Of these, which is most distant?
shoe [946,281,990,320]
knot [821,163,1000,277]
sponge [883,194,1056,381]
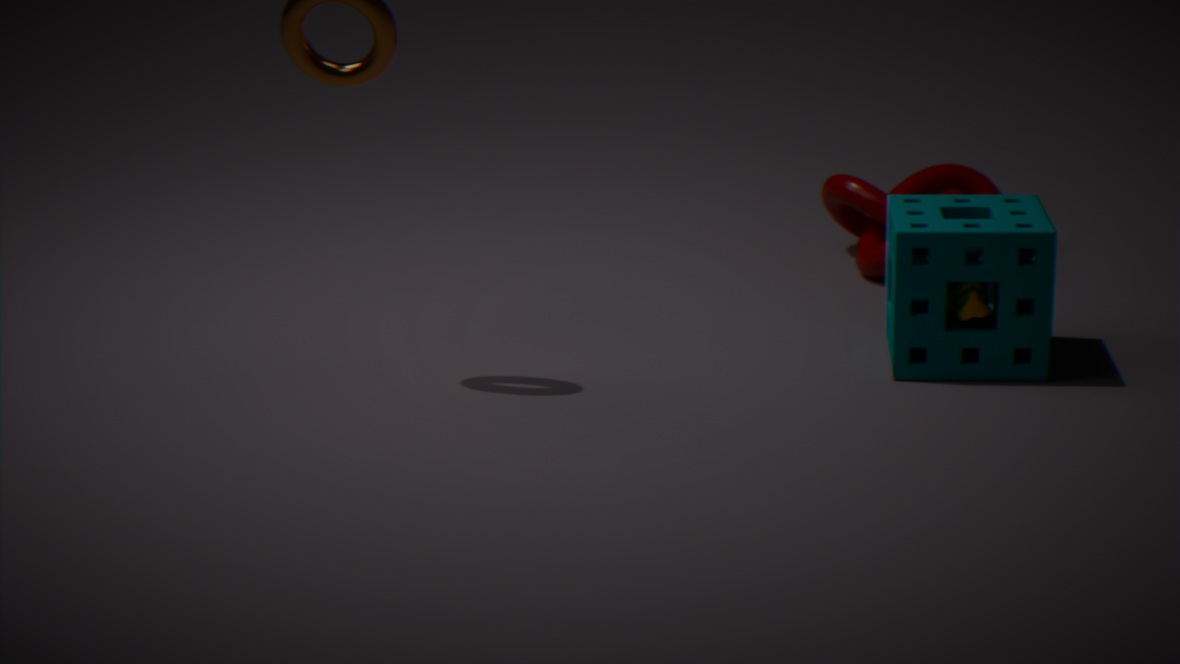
knot [821,163,1000,277]
